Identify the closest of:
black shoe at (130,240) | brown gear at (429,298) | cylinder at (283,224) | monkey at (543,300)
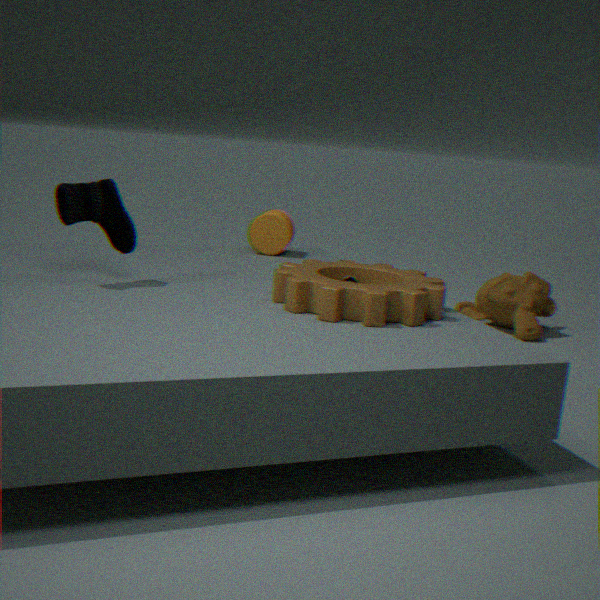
brown gear at (429,298)
